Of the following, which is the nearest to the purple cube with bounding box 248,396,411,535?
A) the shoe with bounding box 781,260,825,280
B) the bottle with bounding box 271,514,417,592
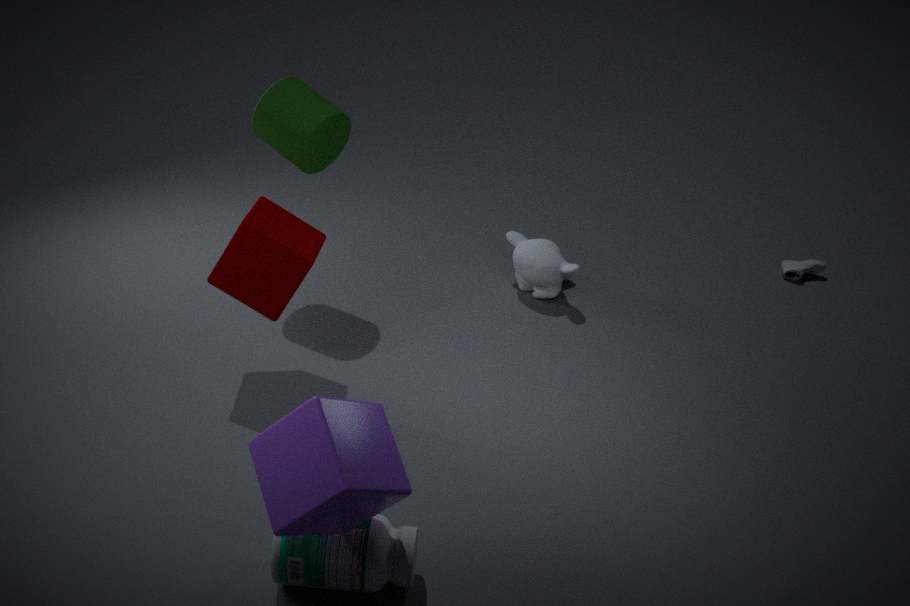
the bottle with bounding box 271,514,417,592
